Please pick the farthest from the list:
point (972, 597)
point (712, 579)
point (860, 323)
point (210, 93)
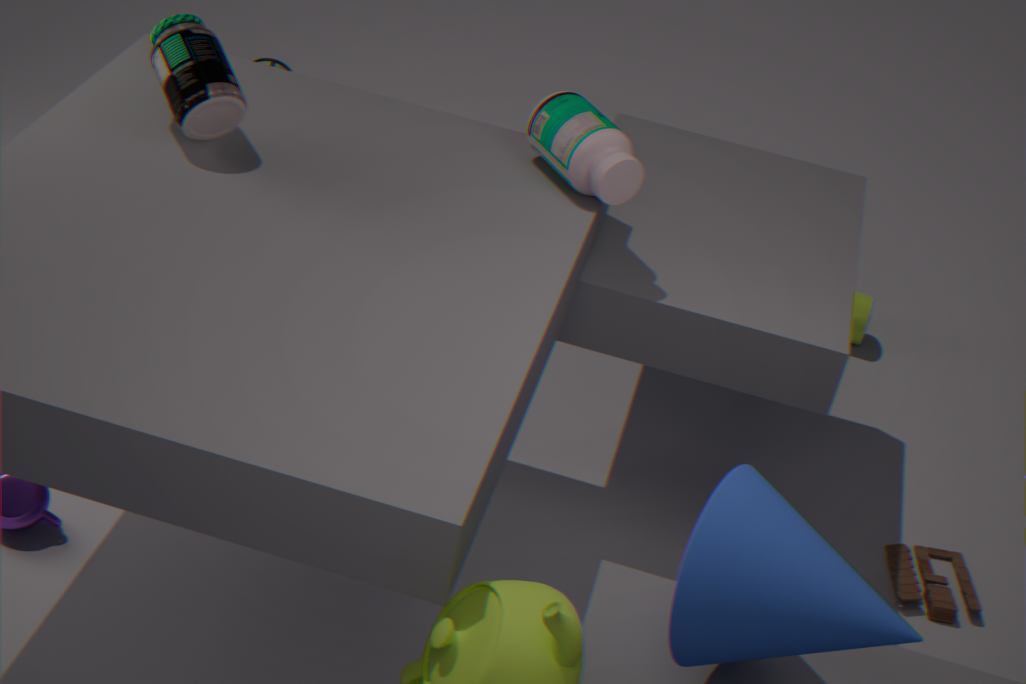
point (860, 323)
